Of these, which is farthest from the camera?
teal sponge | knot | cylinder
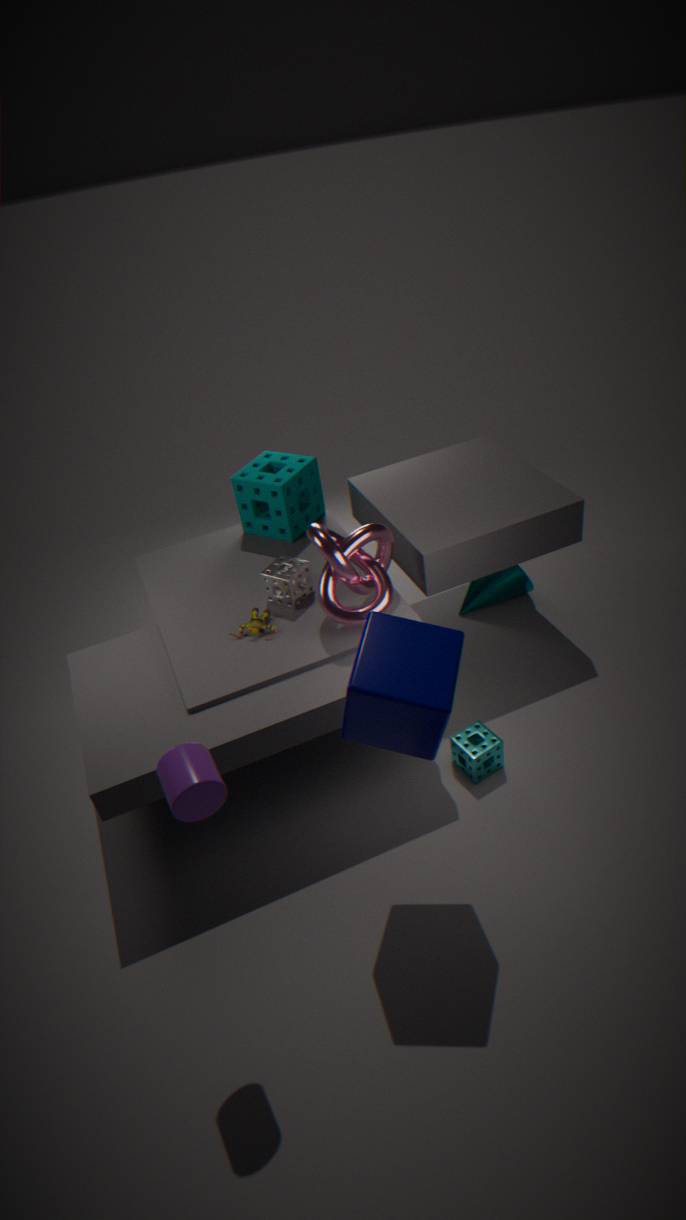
teal sponge
